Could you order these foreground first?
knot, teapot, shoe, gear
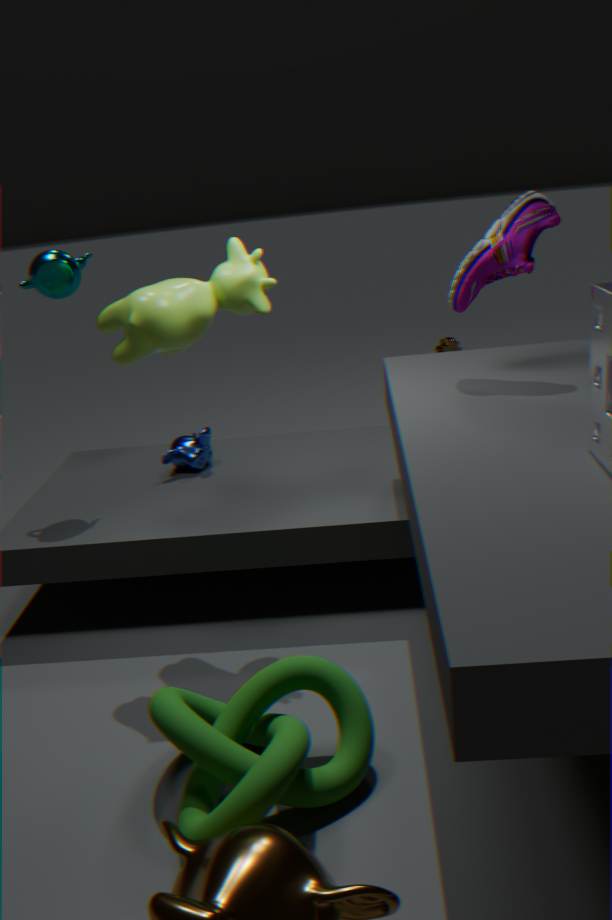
knot
shoe
teapot
gear
